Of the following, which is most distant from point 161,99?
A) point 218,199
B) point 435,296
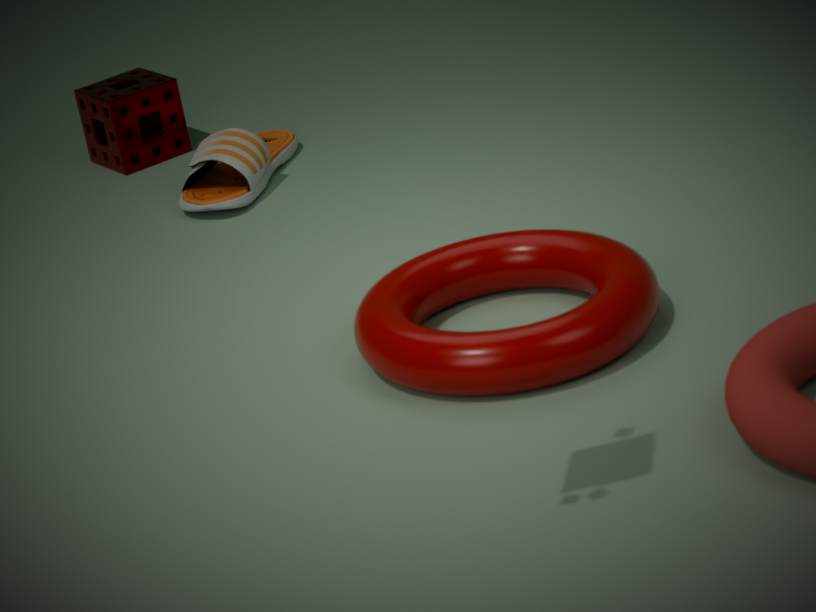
point 435,296
